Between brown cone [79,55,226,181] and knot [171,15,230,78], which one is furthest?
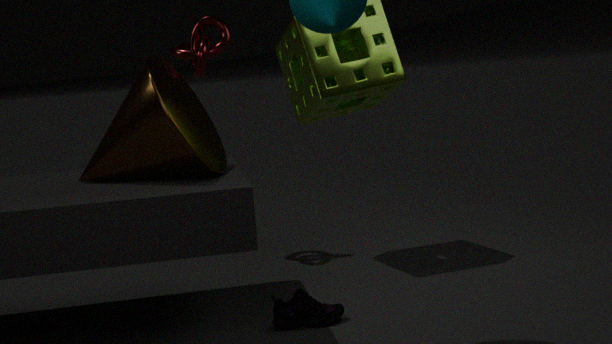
knot [171,15,230,78]
